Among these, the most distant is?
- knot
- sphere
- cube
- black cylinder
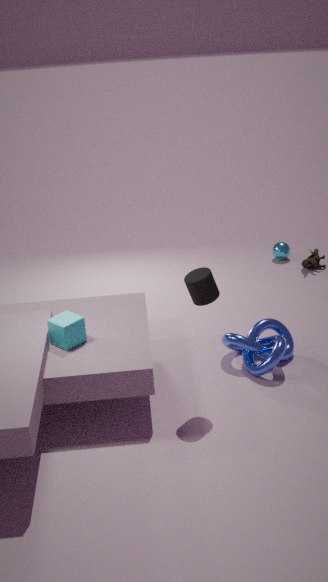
sphere
